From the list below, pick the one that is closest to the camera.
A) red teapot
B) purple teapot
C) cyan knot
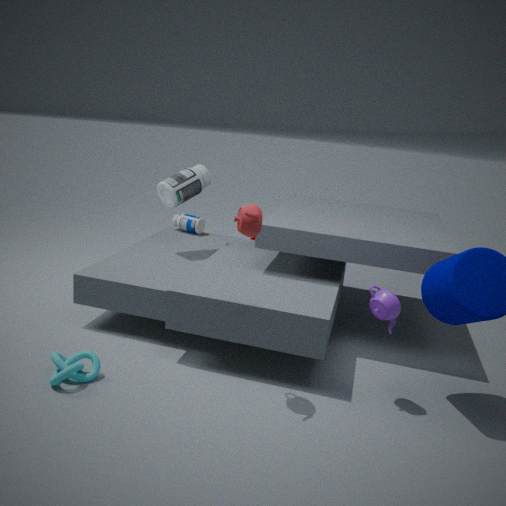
red teapot
